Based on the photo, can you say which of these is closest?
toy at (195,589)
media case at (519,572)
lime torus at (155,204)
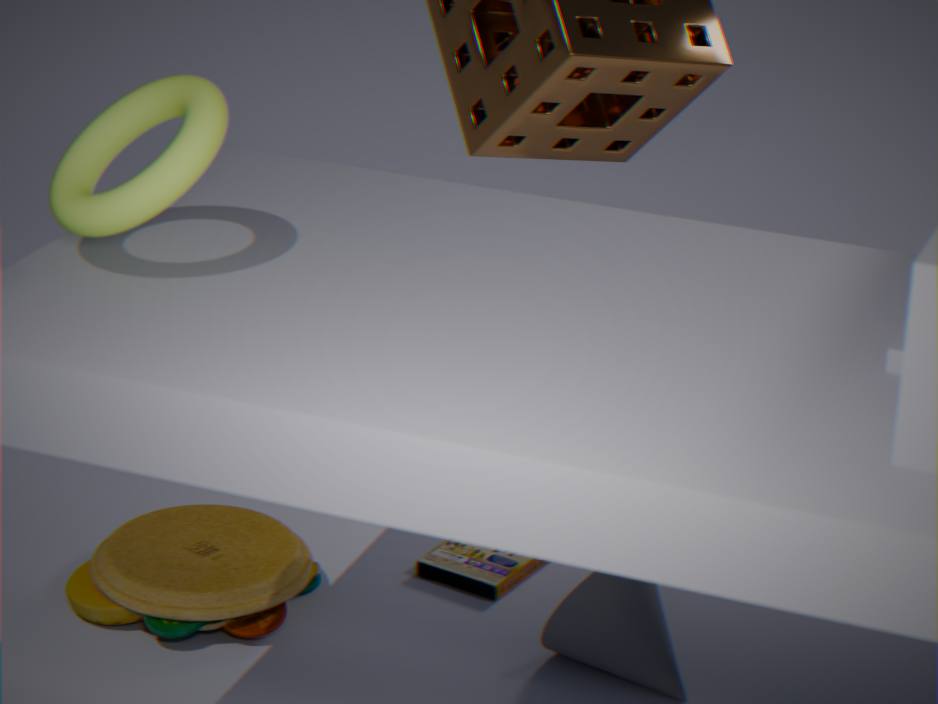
lime torus at (155,204)
